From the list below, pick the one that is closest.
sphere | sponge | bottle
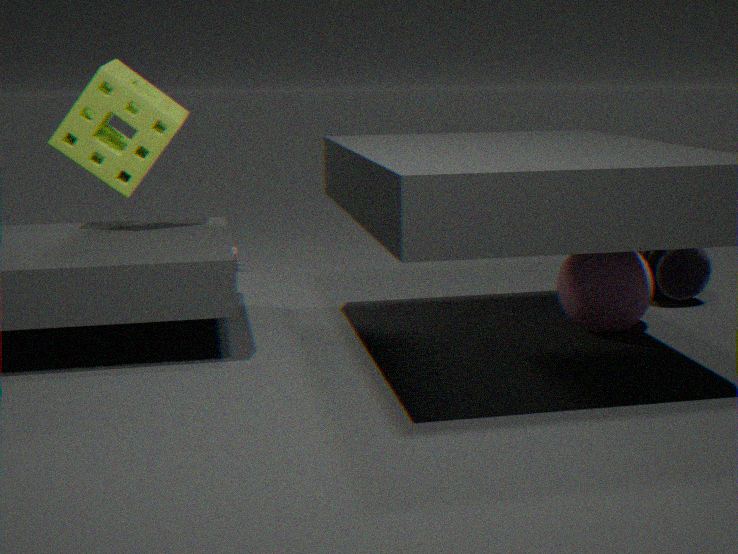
sphere
